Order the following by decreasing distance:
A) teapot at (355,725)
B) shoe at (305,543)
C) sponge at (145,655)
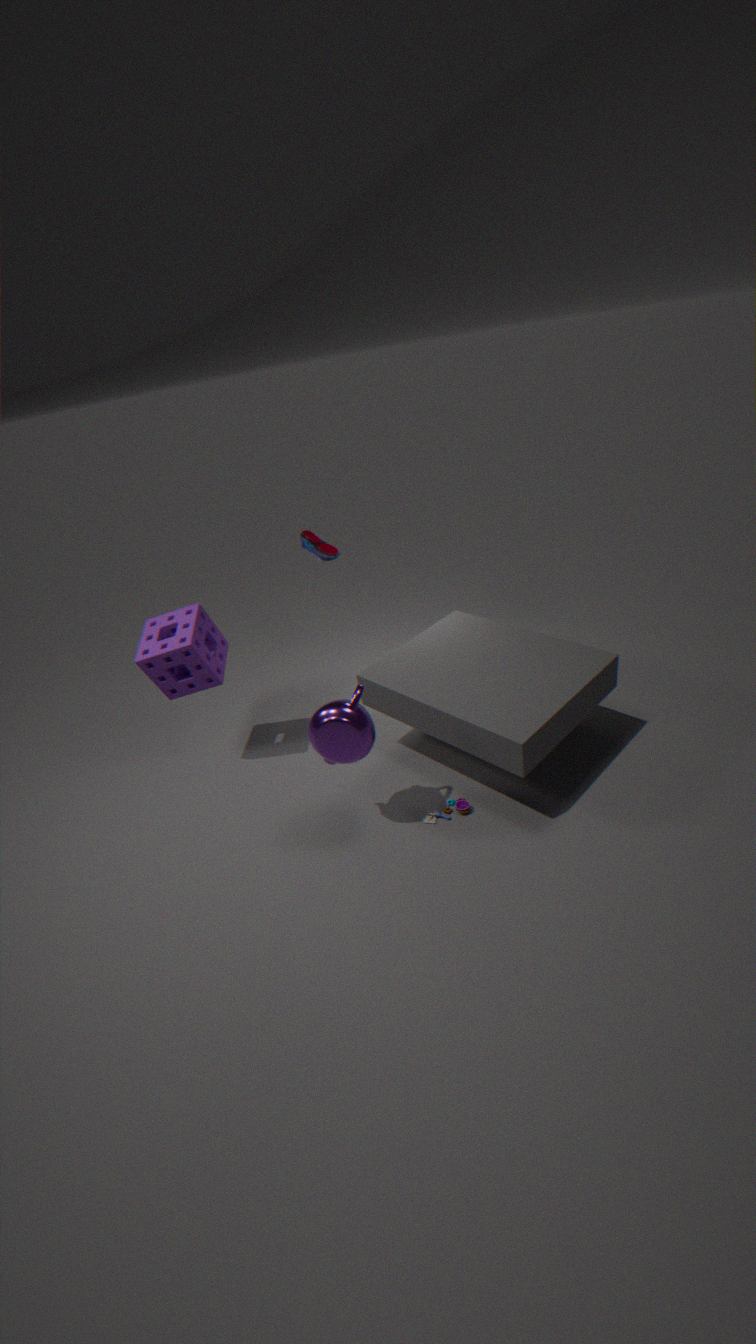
shoe at (305,543), sponge at (145,655), teapot at (355,725)
